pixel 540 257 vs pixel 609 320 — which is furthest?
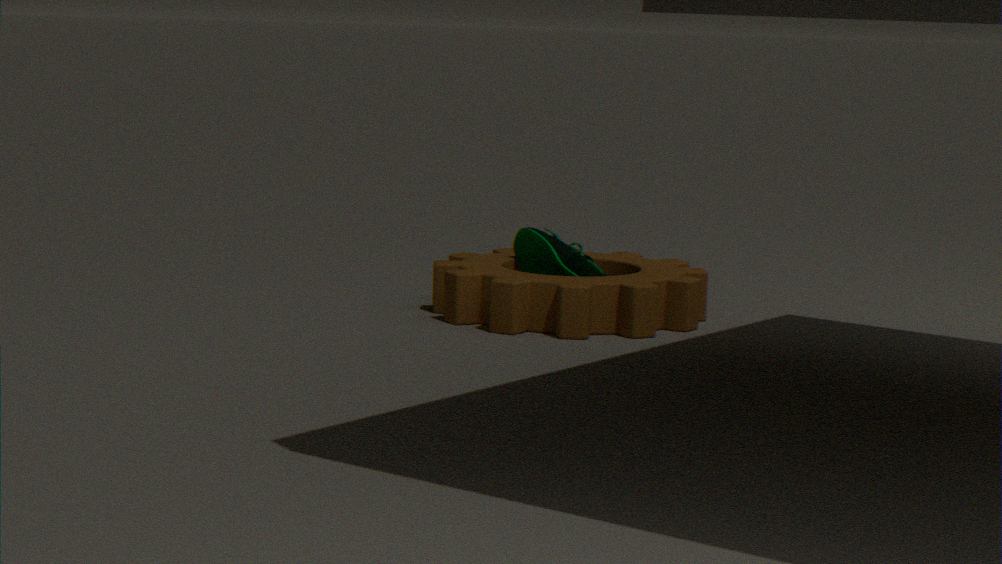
pixel 540 257
